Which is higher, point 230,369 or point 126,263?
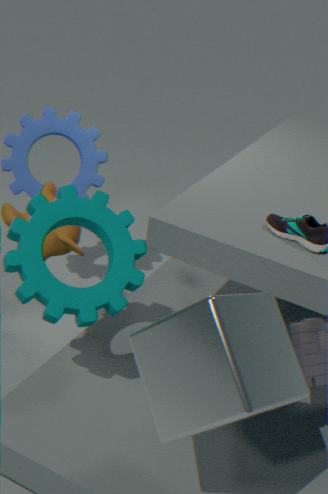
point 230,369
